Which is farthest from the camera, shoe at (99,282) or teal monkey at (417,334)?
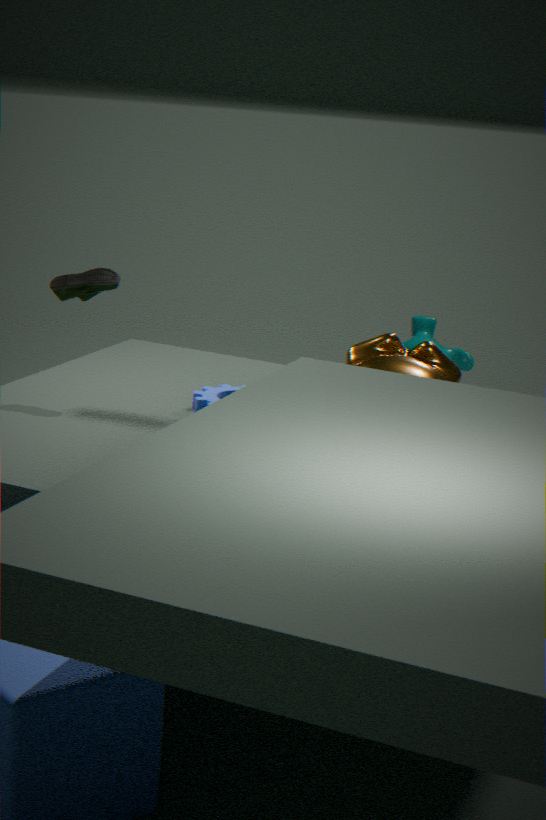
teal monkey at (417,334)
